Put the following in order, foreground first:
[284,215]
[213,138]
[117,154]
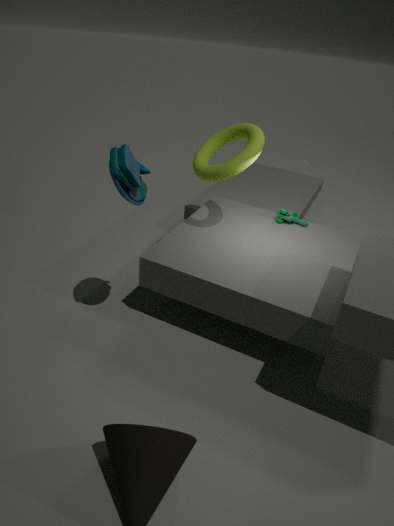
1. [117,154]
2. [213,138]
3. [284,215]
